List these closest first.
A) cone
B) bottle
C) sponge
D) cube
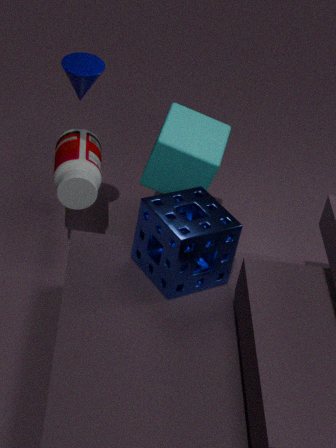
sponge
cone
bottle
cube
